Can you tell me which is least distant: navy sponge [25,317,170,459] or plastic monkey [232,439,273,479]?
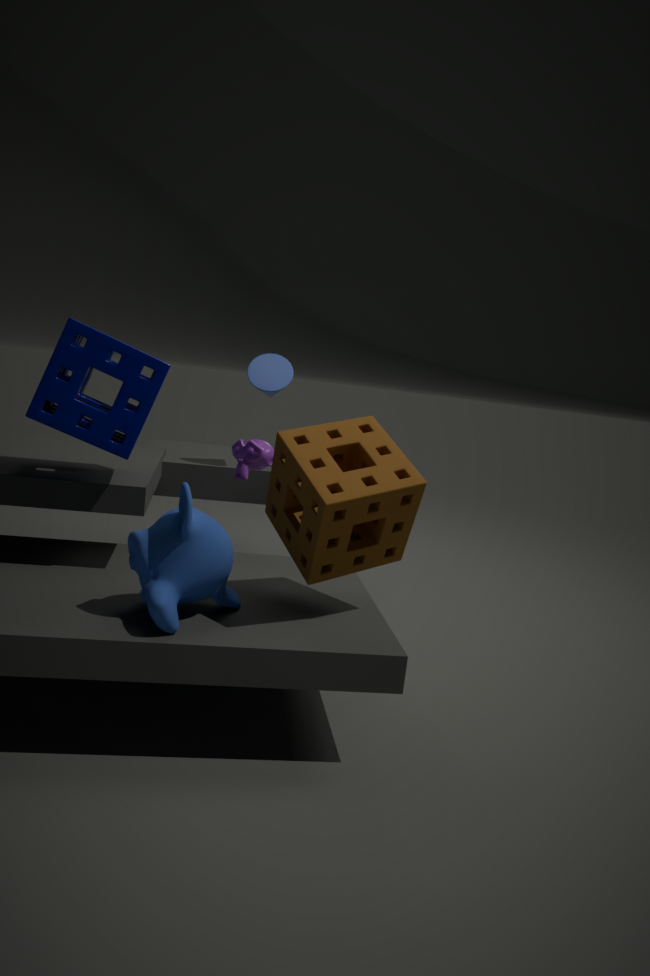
navy sponge [25,317,170,459]
